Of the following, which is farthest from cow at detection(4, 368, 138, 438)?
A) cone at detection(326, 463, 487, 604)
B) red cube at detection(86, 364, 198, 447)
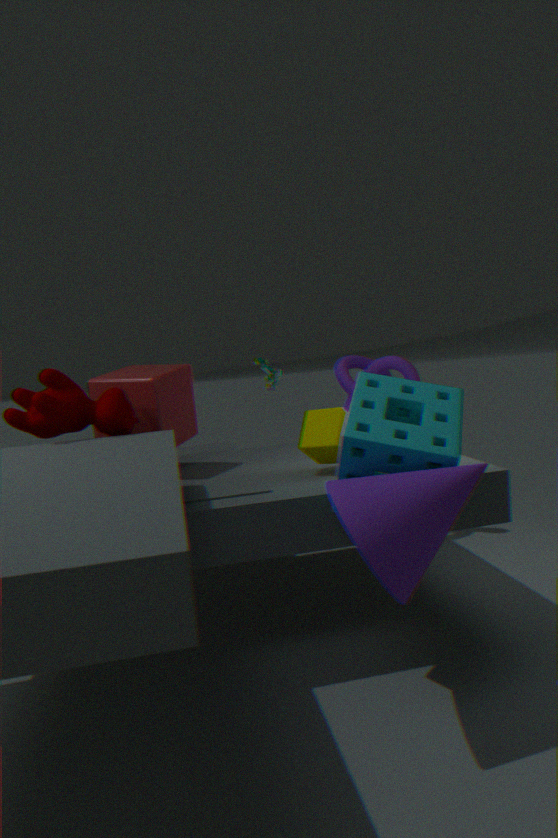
cone at detection(326, 463, 487, 604)
